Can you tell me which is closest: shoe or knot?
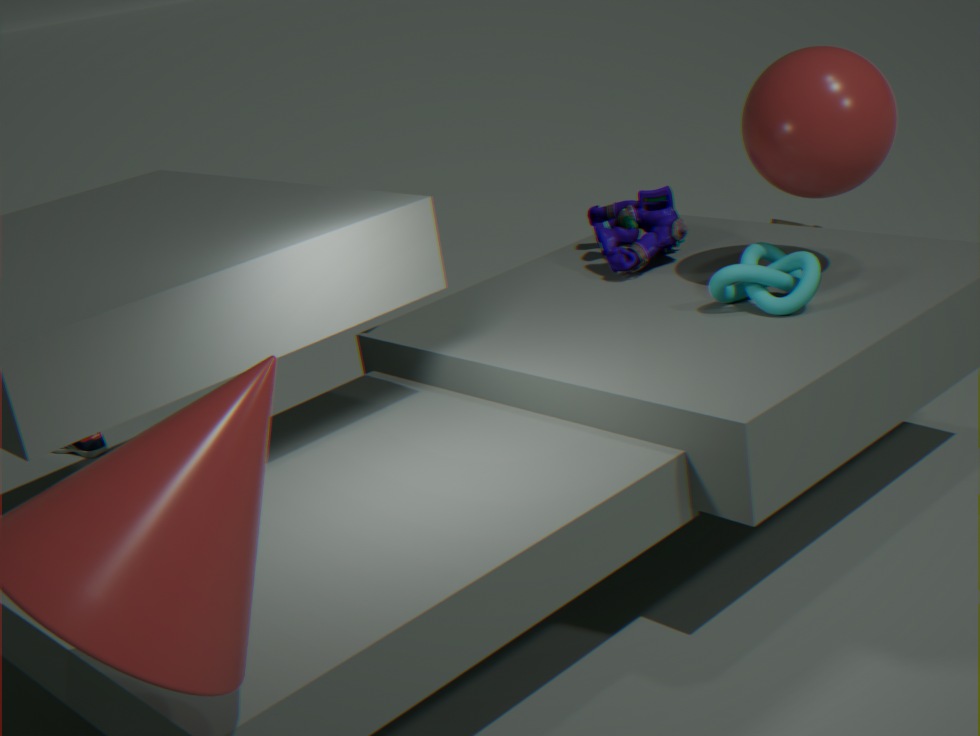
knot
